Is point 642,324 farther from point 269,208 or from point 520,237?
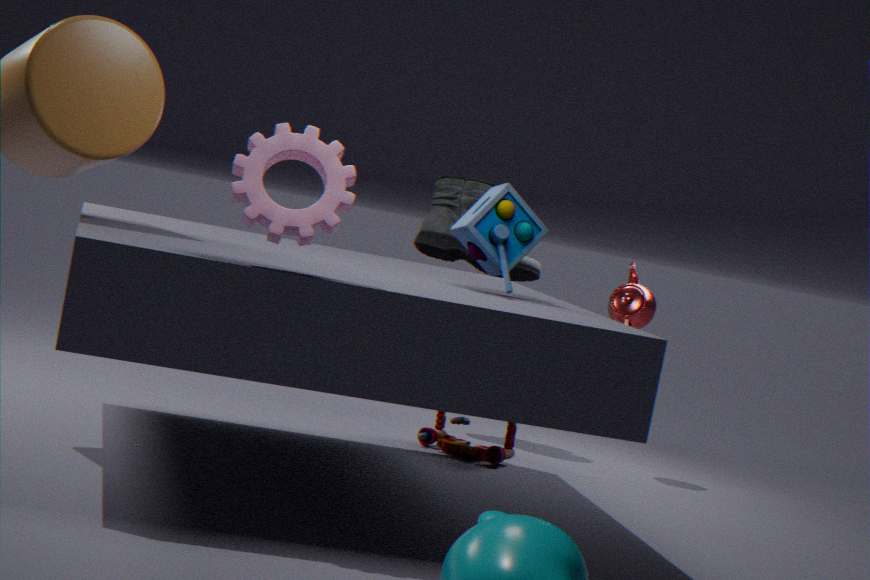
point 269,208
